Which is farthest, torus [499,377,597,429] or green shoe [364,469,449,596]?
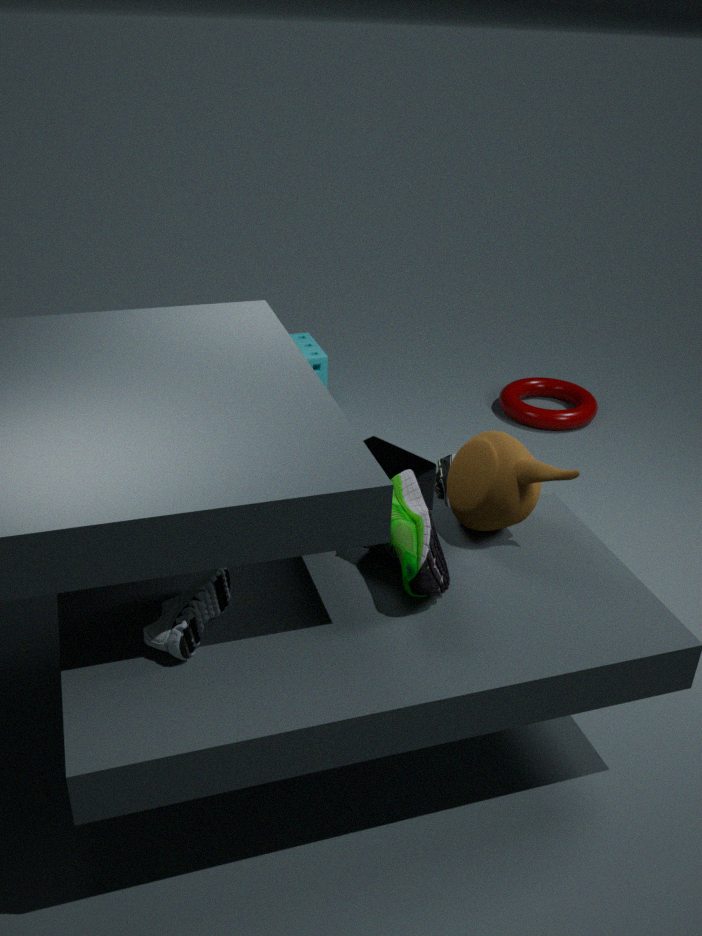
torus [499,377,597,429]
